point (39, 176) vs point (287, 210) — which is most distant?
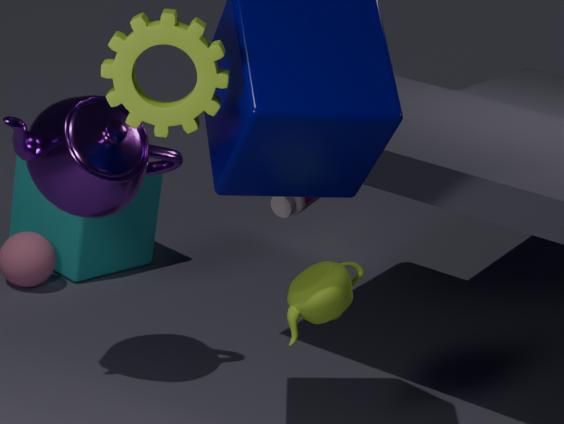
point (287, 210)
